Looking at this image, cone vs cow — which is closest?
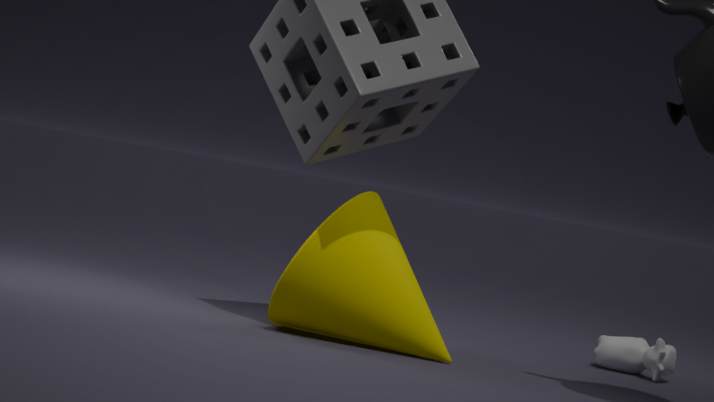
cone
